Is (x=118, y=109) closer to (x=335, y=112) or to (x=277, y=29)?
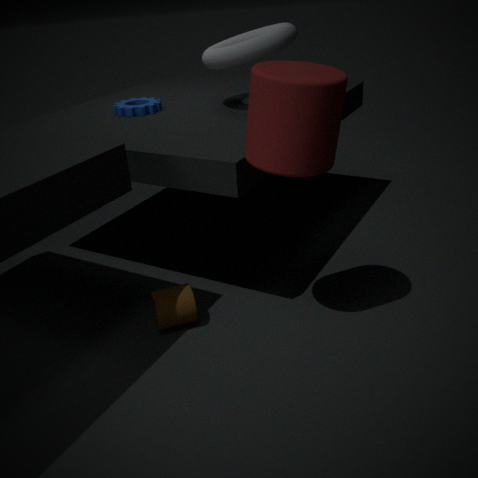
(x=277, y=29)
